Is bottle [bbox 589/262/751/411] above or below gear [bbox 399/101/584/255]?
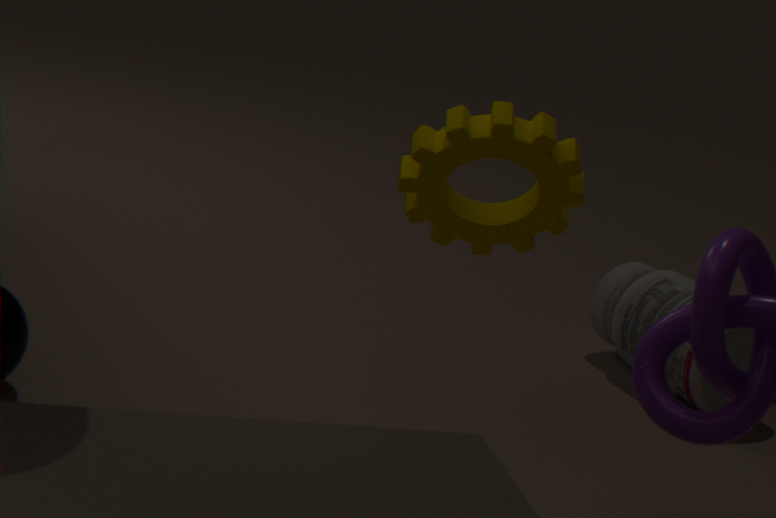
below
